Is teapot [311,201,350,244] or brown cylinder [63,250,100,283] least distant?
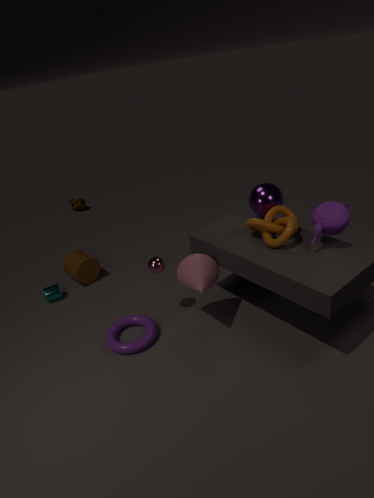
teapot [311,201,350,244]
